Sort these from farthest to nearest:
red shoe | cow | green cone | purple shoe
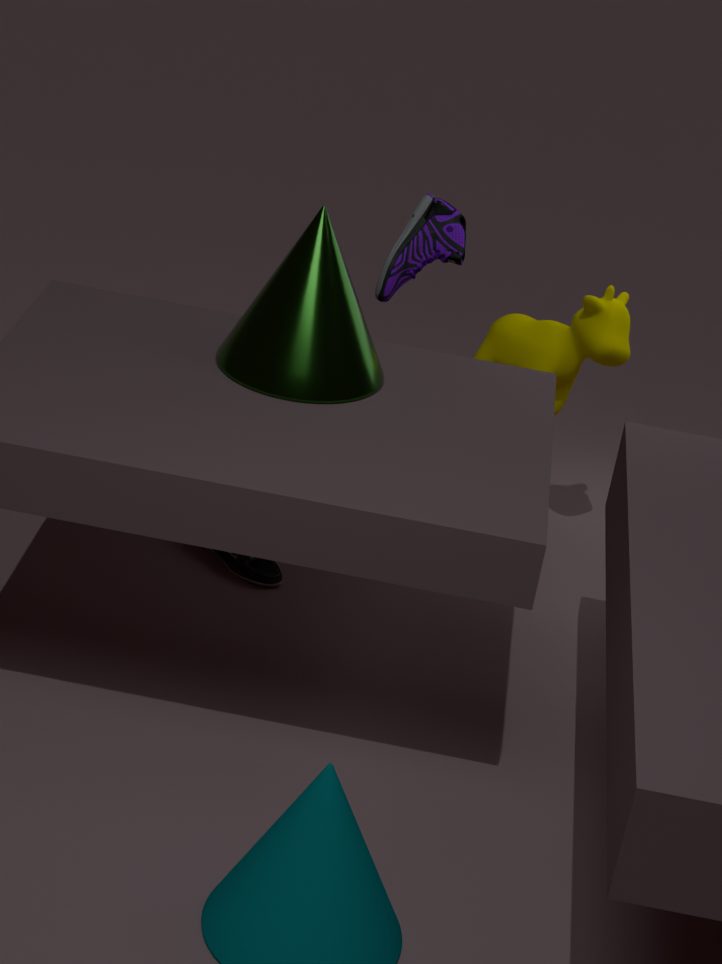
cow < red shoe < purple shoe < green cone
